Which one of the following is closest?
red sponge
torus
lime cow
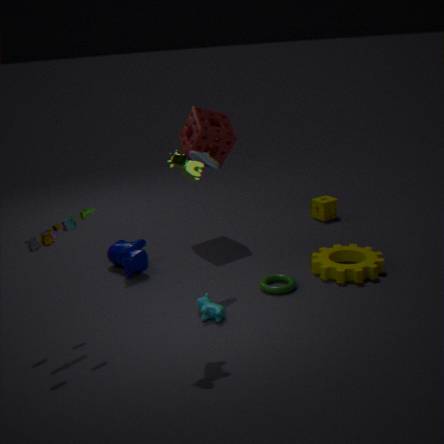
lime cow
